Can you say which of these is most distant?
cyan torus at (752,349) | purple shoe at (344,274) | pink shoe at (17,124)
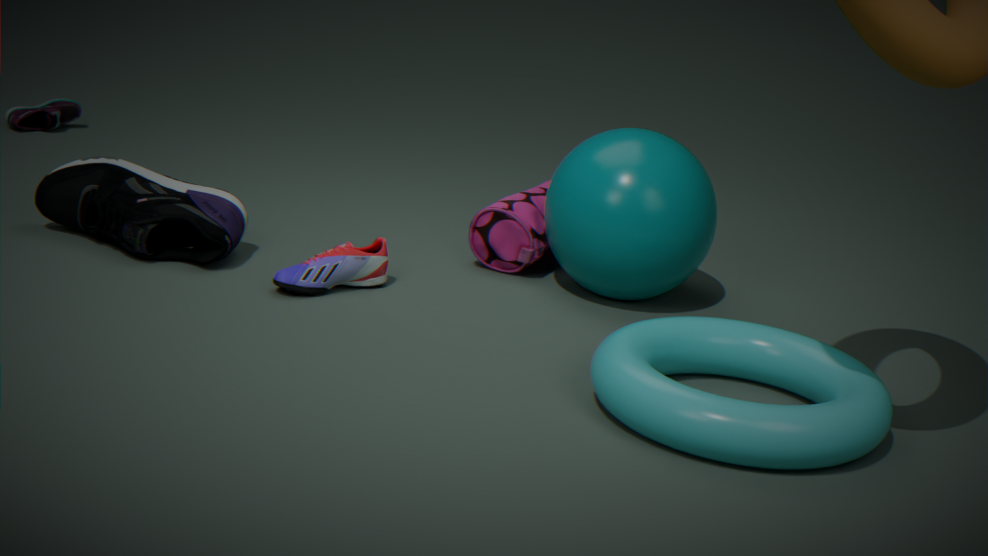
pink shoe at (17,124)
